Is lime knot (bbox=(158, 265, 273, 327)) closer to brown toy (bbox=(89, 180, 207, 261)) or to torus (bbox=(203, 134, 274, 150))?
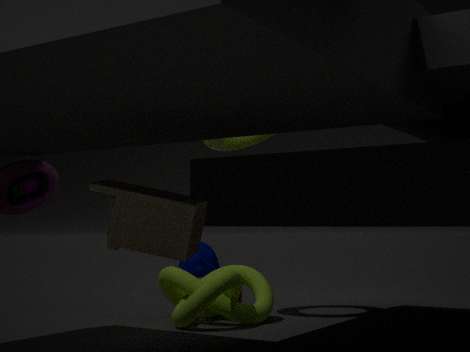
torus (bbox=(203, 134, 274, 150))
